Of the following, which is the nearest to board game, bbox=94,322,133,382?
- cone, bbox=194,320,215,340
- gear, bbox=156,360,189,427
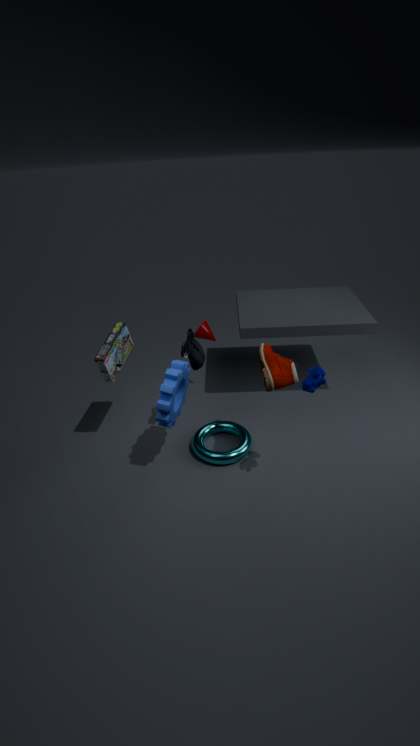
gear, bbox=156,360,189,427
